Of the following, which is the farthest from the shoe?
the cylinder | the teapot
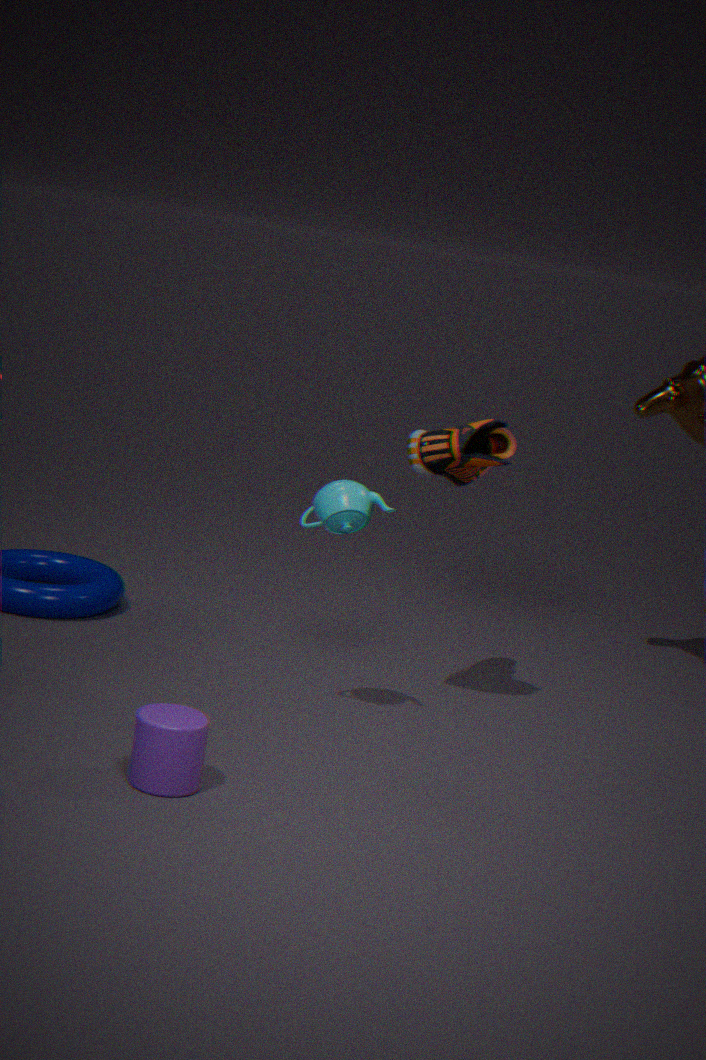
the cylinder
